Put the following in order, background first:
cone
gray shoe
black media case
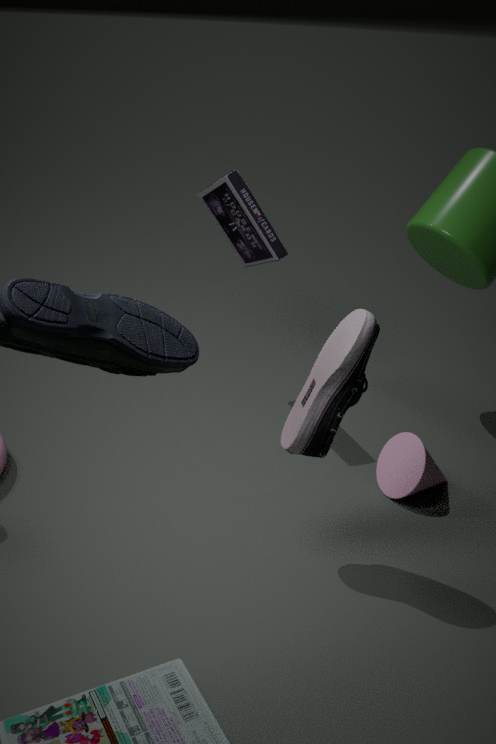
black media case, cone, gray shoe
